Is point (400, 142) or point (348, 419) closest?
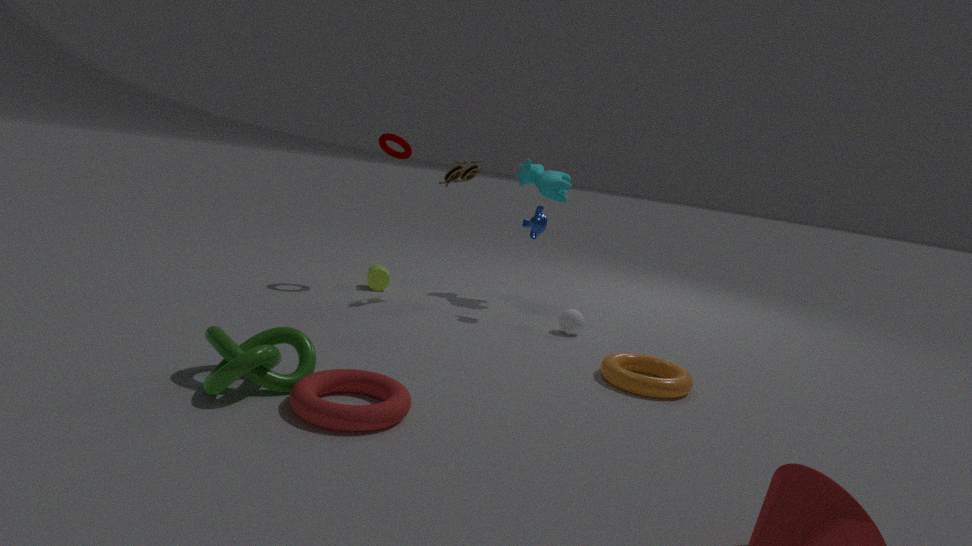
point (348, 419)
